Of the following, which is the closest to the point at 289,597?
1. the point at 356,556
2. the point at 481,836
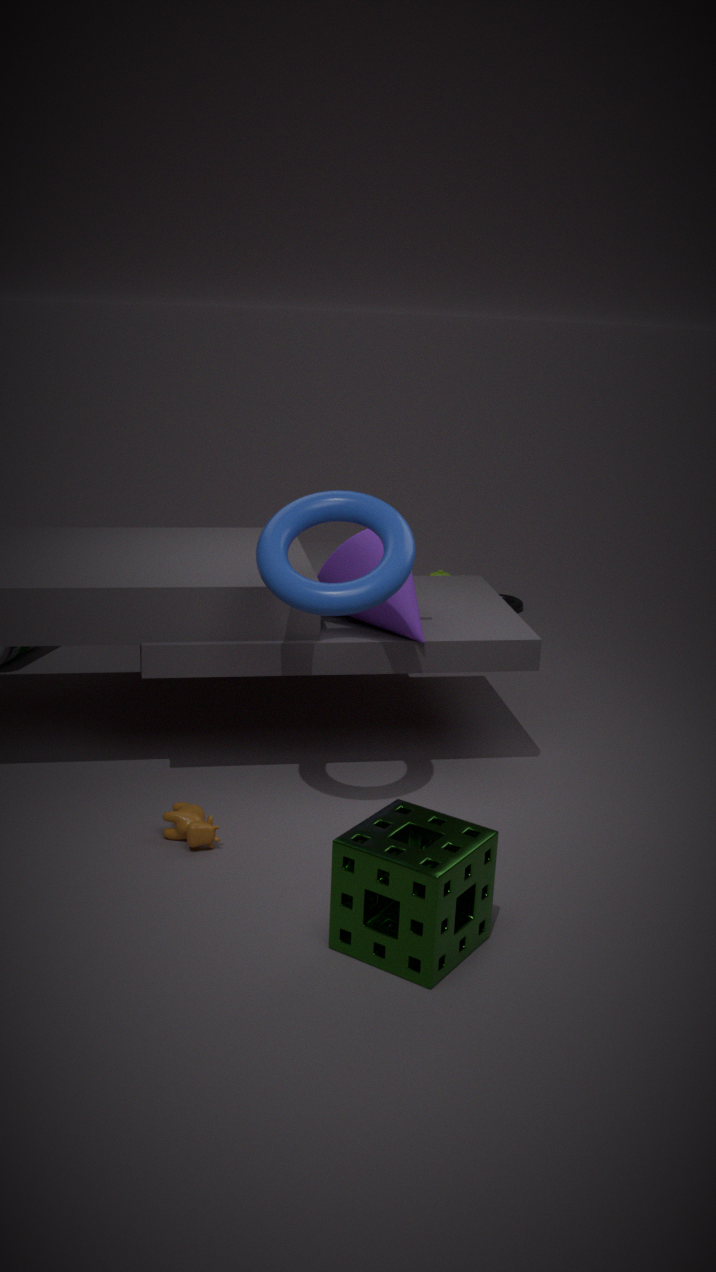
the point at 356,556
